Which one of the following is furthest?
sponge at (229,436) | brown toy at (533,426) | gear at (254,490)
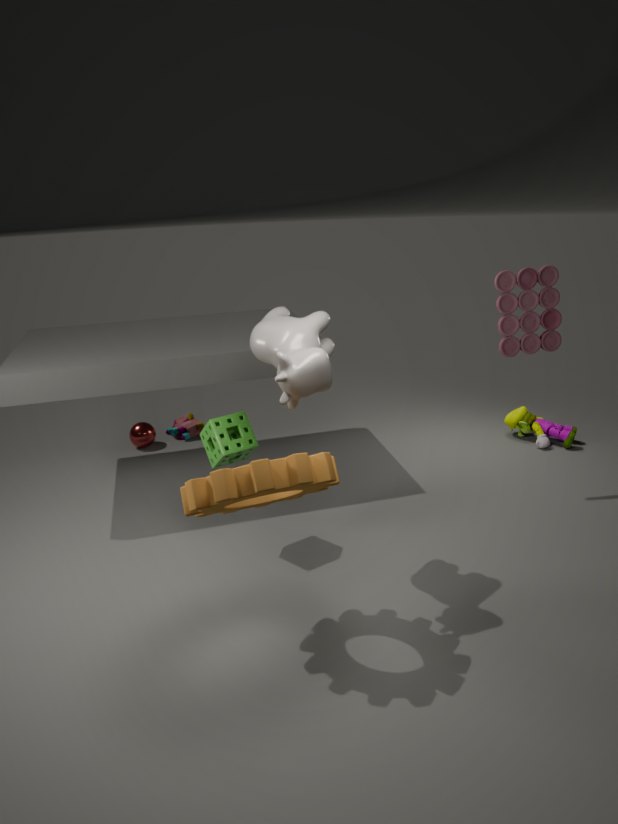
brown toy at (533,426)
